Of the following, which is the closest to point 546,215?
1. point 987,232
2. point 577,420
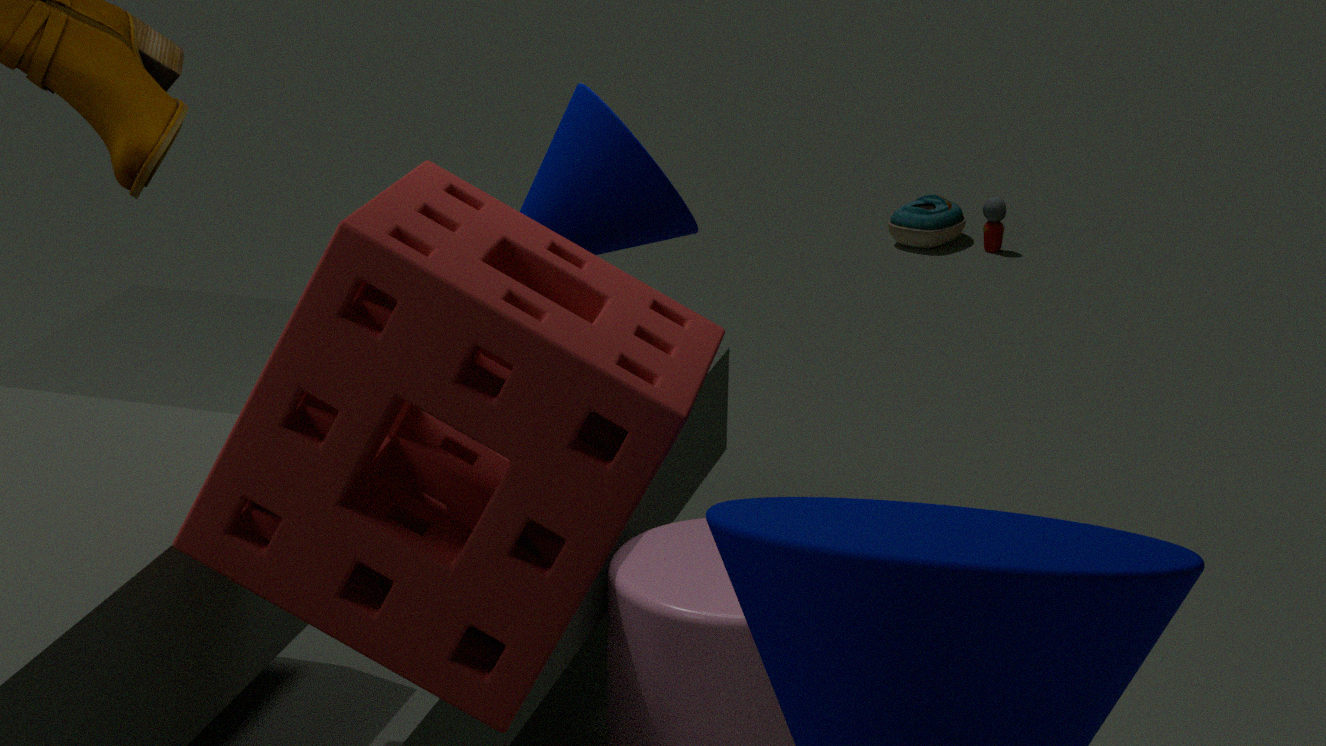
point 577,420
